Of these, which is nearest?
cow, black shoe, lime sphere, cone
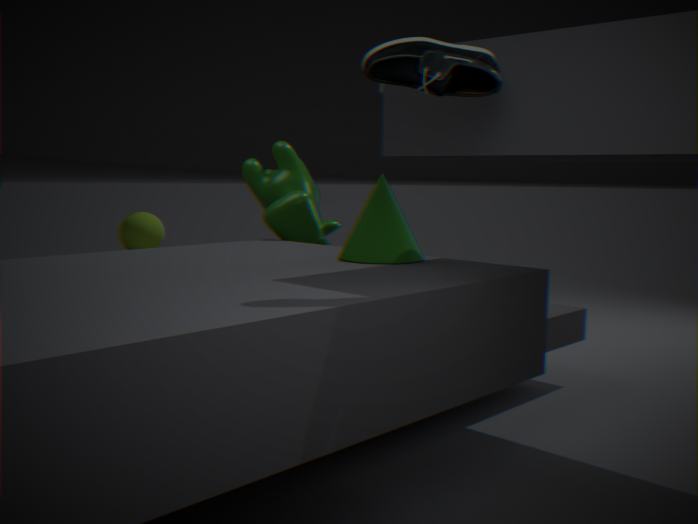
black shoe
